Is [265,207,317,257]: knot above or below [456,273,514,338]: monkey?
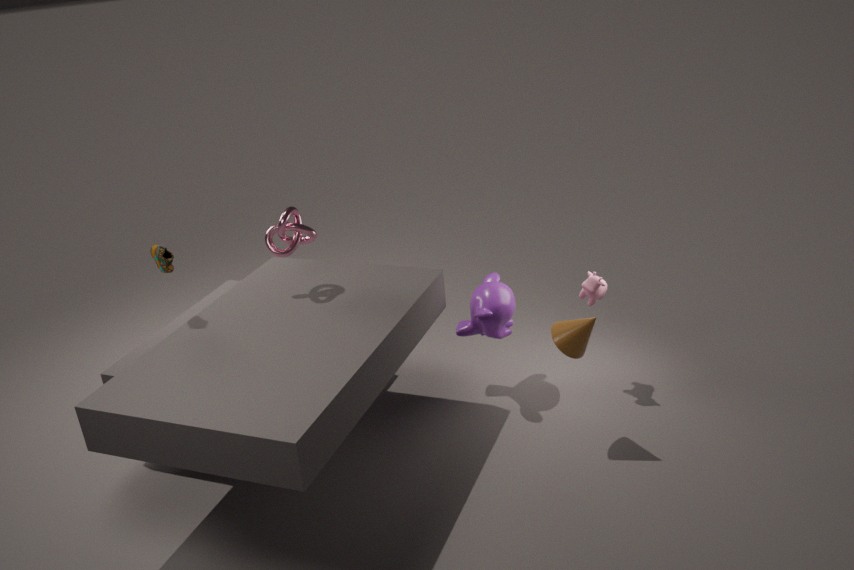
above
